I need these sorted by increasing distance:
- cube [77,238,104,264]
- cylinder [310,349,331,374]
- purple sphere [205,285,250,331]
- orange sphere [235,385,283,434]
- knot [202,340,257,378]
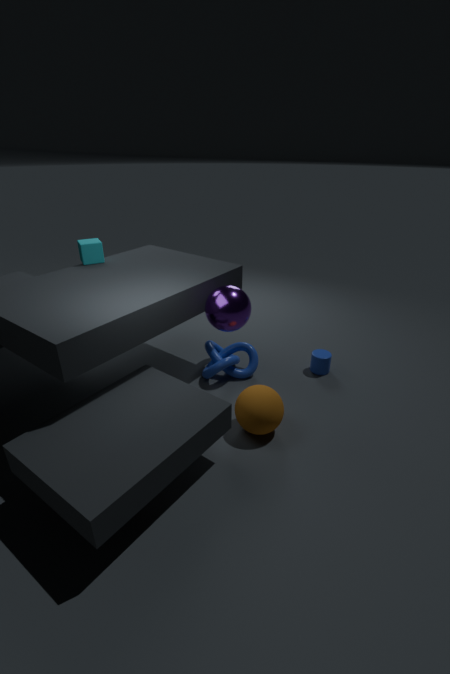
orange sphere [235,385,283,434] → purple sphere [205,285,250,331] → cube [77,238,104,264] → knot [202,340,257,378] → cylinder [310,349,331,374]
